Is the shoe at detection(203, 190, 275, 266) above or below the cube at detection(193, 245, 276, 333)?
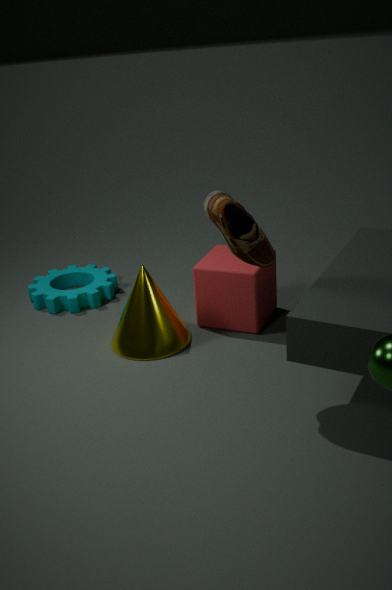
above
